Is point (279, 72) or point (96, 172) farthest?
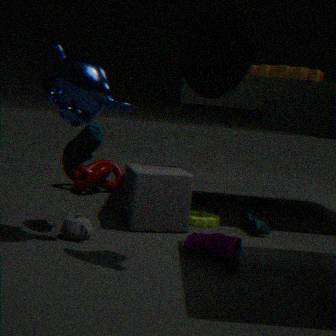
point (96, 172)
